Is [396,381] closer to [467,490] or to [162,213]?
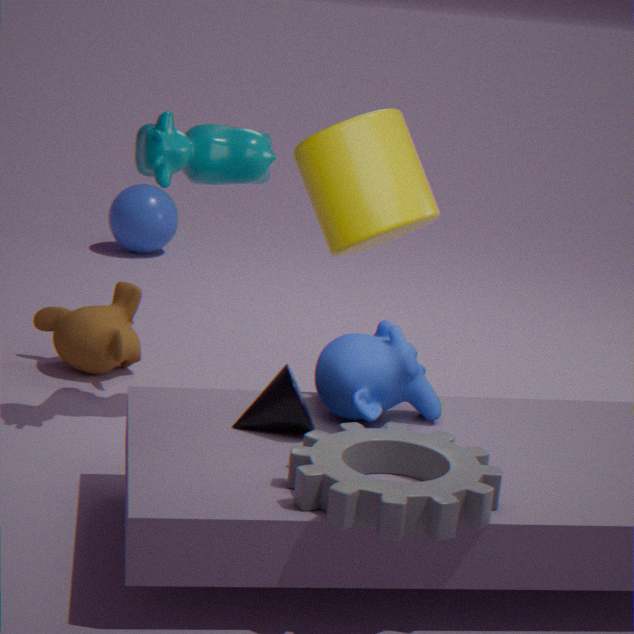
[467,490]
